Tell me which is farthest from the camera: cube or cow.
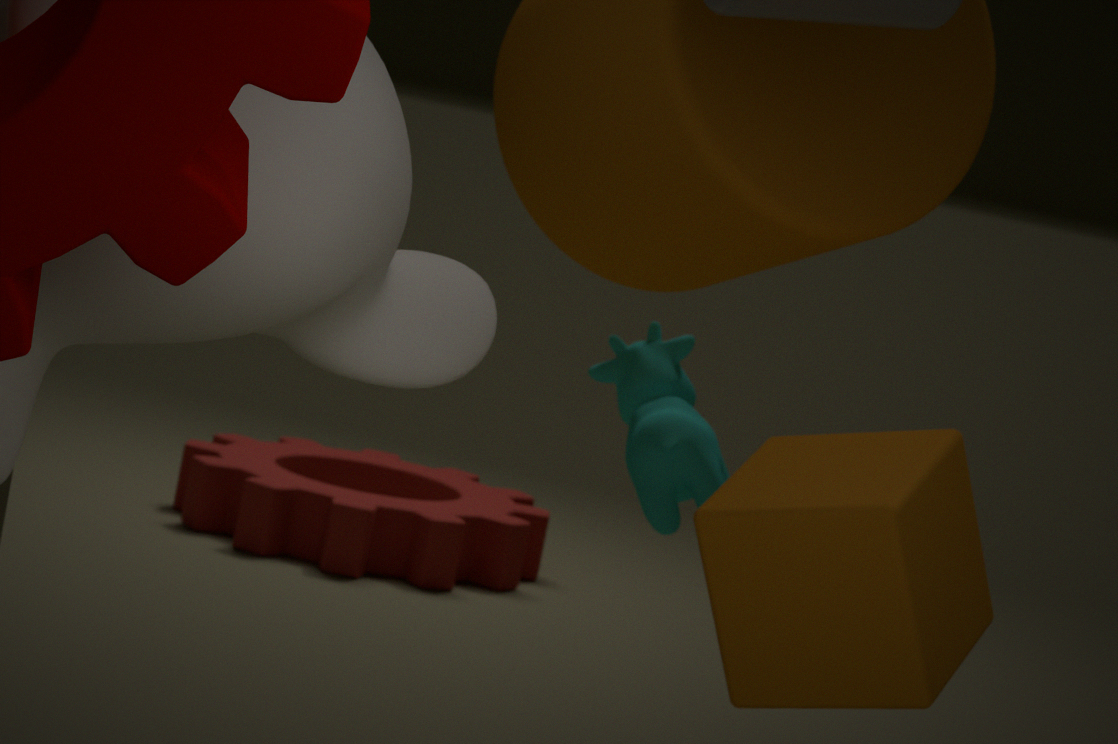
cow
